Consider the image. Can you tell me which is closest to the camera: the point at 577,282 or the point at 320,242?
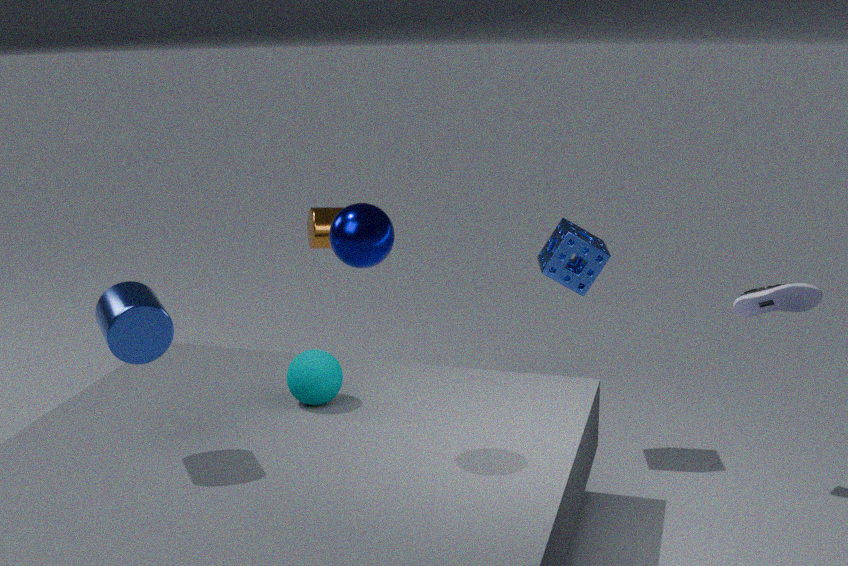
the point at 577,282
